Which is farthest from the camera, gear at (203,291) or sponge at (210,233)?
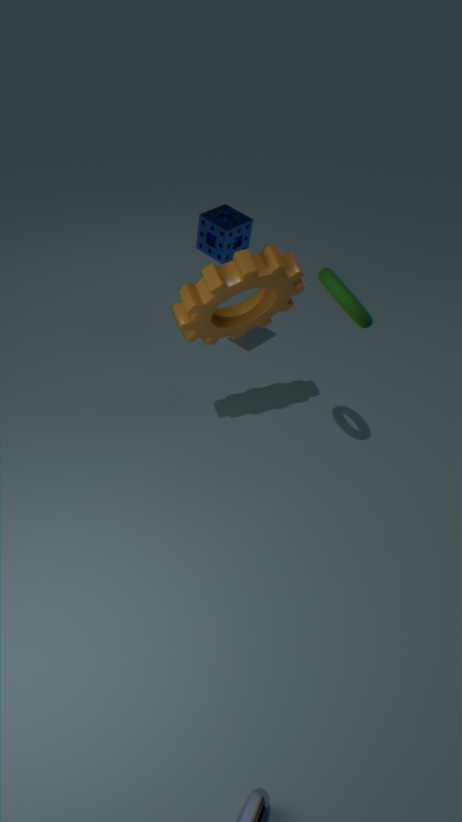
sponge at (210,233)
